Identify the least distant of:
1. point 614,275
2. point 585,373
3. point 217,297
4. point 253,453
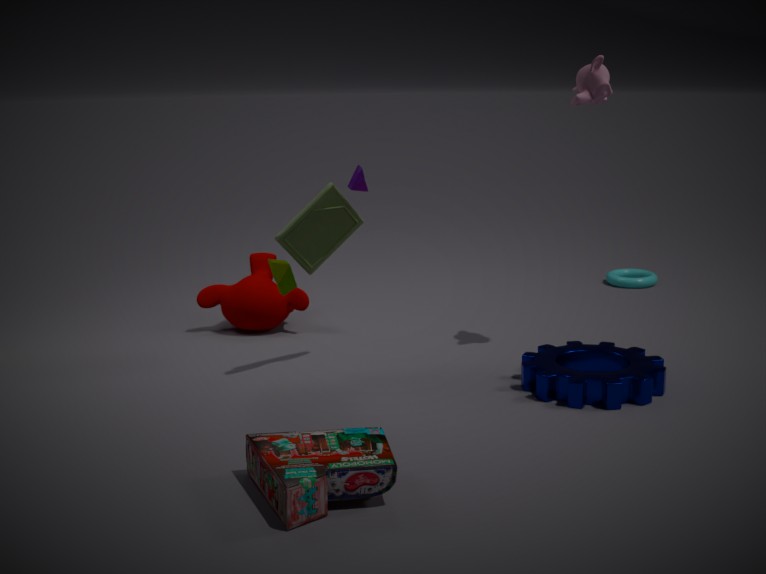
point 253,453
